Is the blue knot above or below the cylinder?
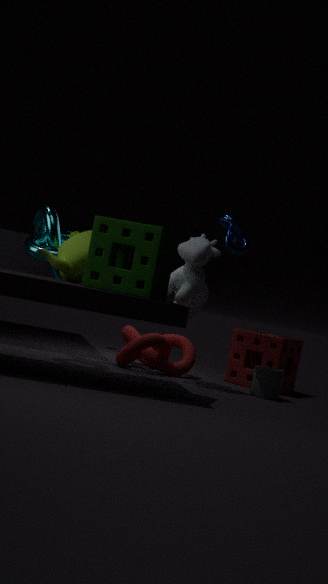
above
